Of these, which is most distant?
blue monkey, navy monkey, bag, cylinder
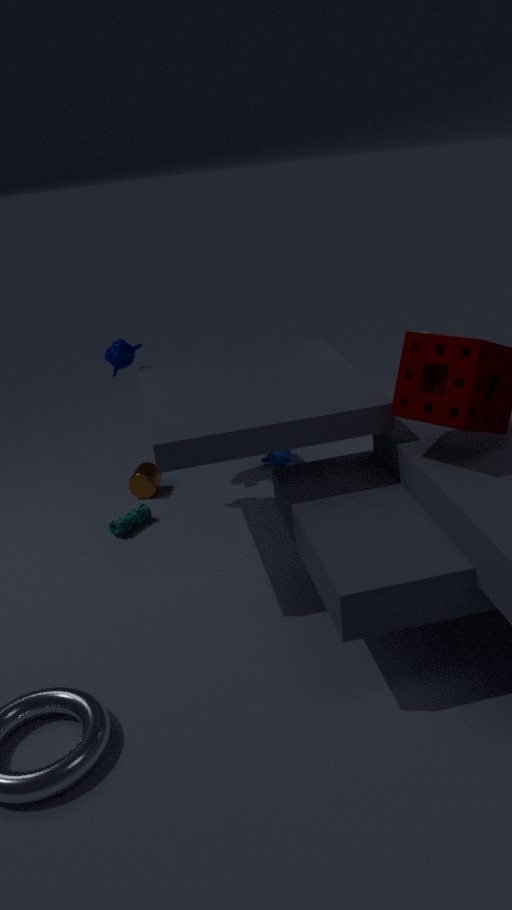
blue monkey
